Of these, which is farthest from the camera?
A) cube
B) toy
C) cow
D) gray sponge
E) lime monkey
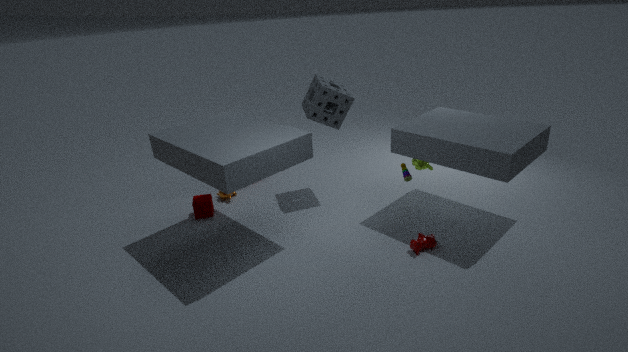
cube
